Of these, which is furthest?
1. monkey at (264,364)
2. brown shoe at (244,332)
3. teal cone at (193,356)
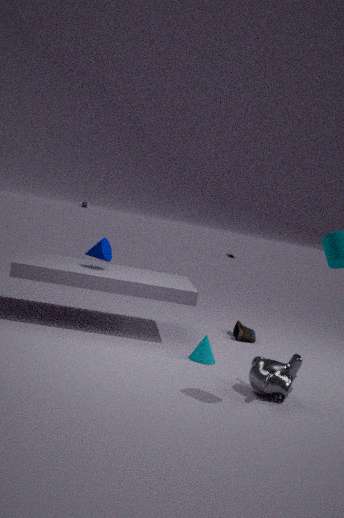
brown shoe at (244,332)
